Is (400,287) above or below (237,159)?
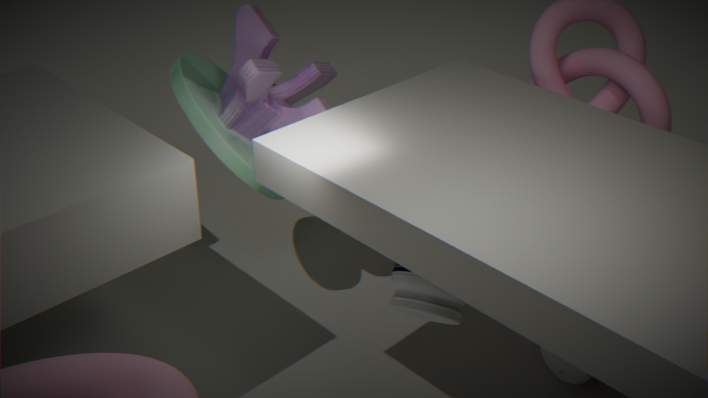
below
